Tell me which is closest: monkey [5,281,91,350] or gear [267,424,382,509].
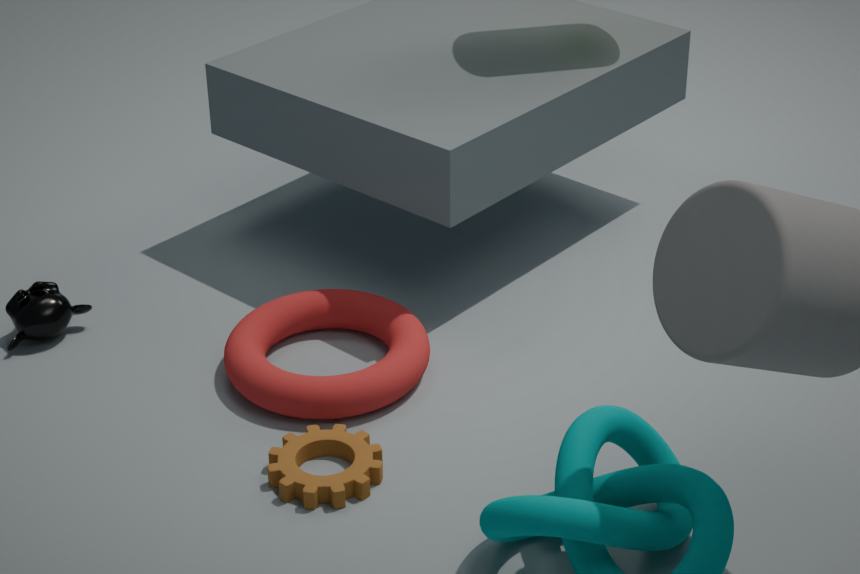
gear [267,424,382,509]
